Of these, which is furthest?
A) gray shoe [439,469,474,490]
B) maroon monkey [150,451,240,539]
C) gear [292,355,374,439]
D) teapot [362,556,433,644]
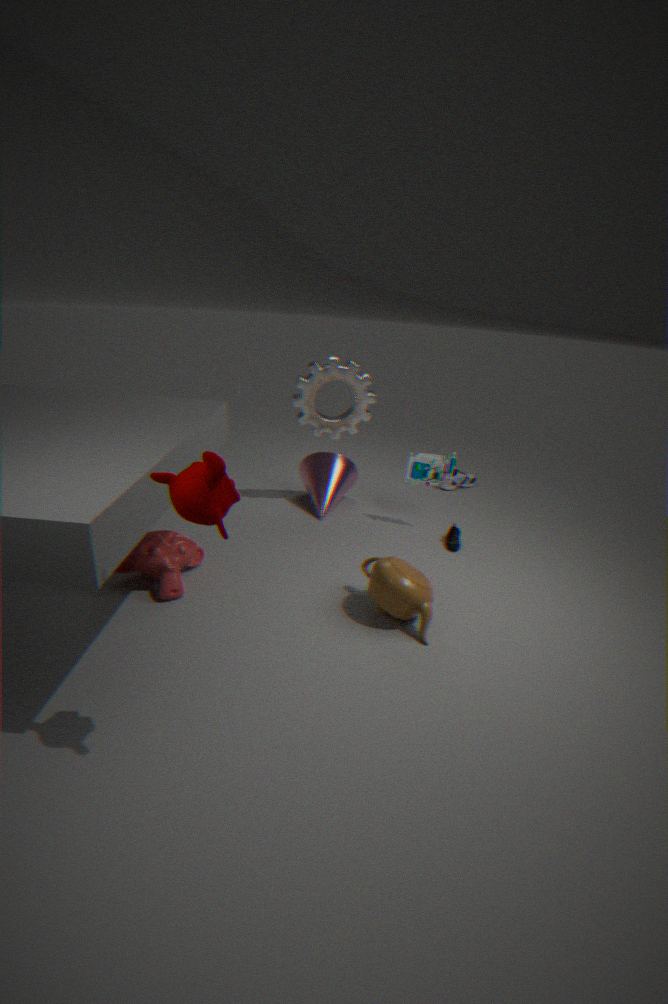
gray shoe [439,469,474,490]
